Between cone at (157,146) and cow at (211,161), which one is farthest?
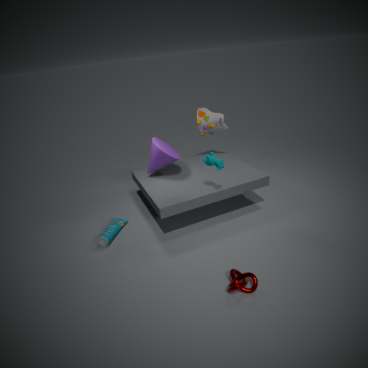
cone at (157,146)
